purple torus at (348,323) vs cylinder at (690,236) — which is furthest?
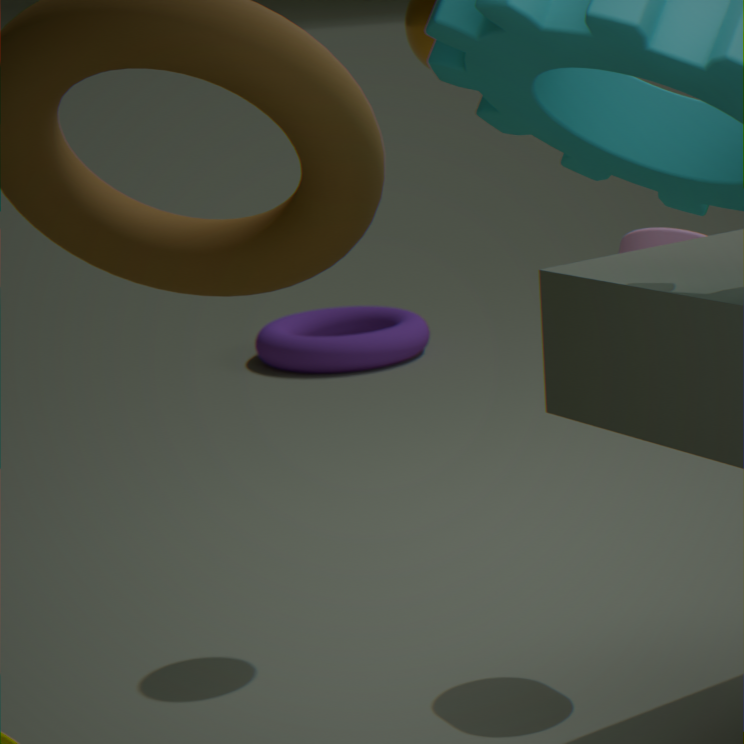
purple torus at (348,323)
